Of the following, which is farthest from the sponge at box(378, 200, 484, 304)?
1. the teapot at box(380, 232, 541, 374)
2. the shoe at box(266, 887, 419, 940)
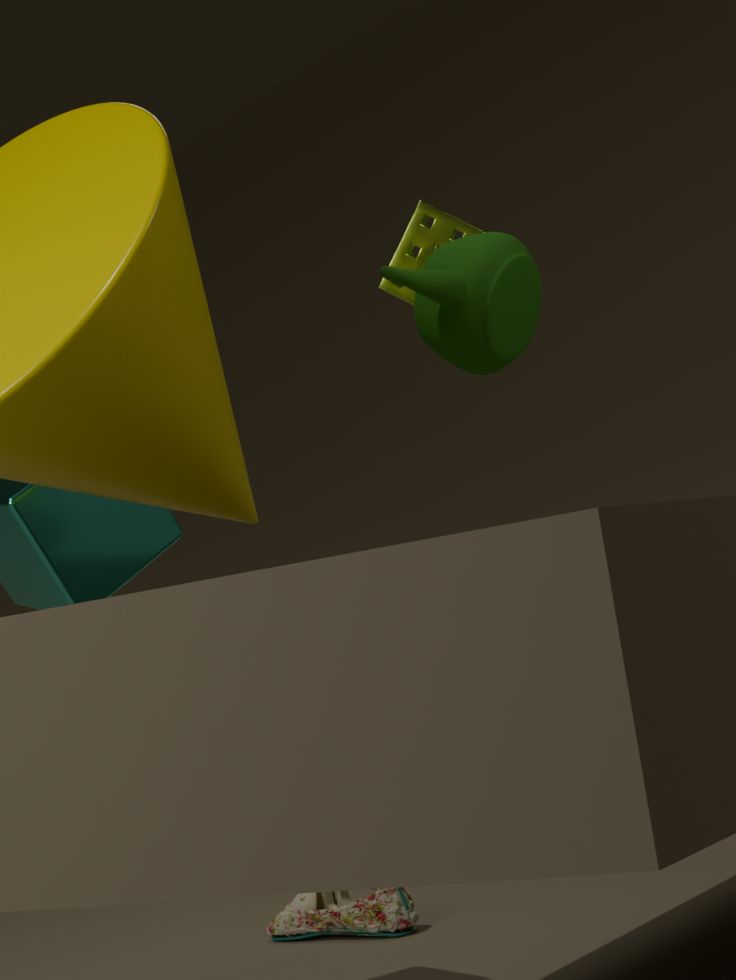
the teapot at box(380, 232, 541, 374)
